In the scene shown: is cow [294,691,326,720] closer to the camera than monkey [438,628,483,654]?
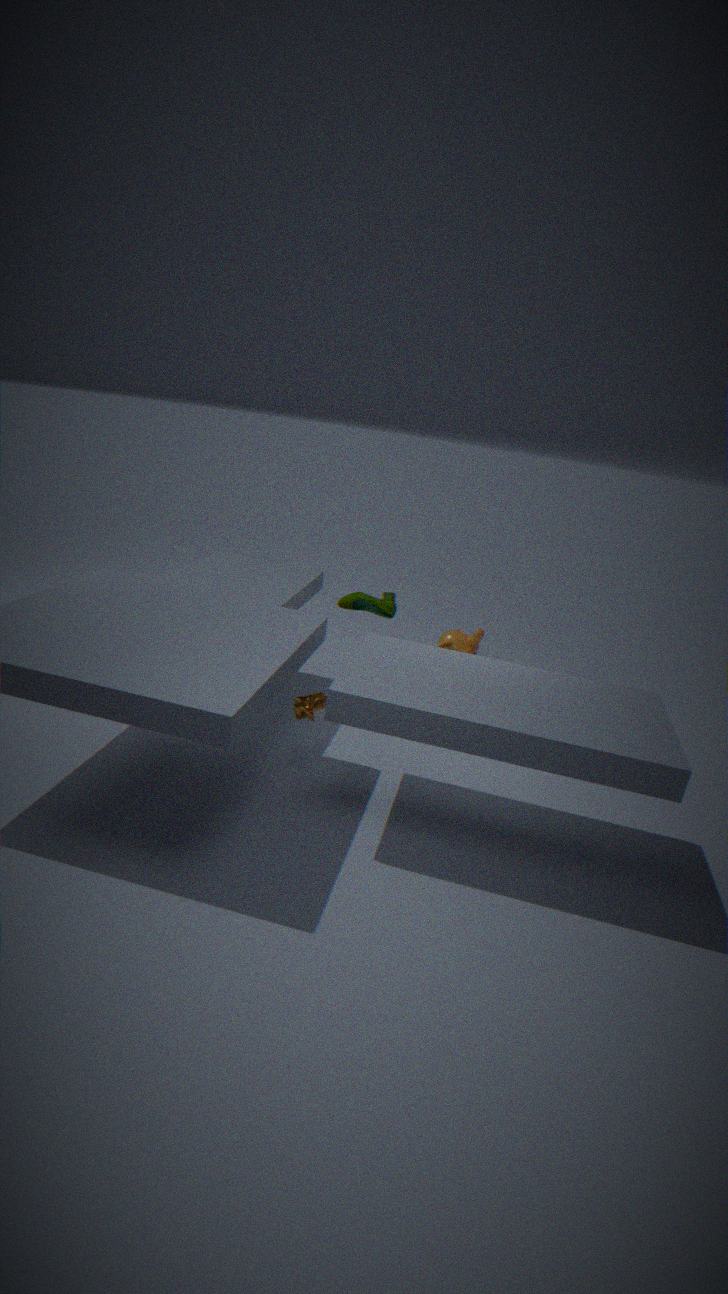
Yes
